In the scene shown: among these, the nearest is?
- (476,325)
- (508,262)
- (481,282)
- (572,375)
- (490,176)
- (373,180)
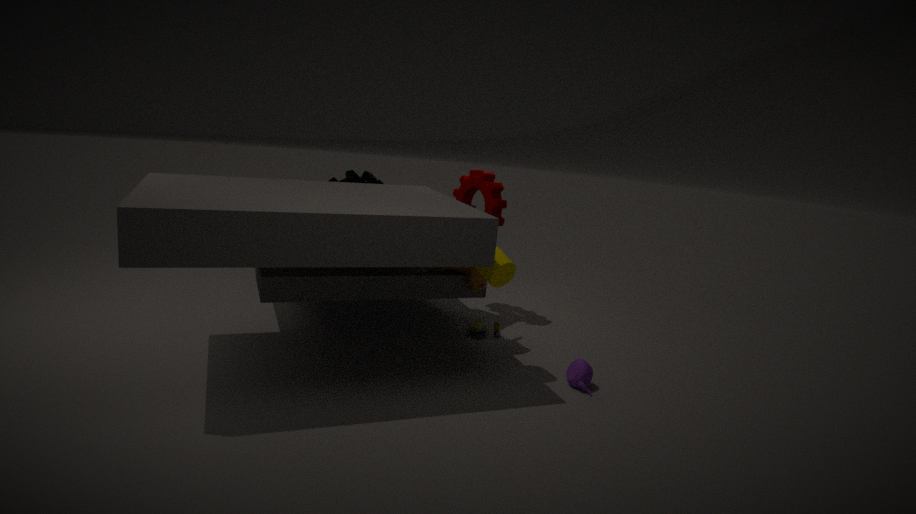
(508,262)
